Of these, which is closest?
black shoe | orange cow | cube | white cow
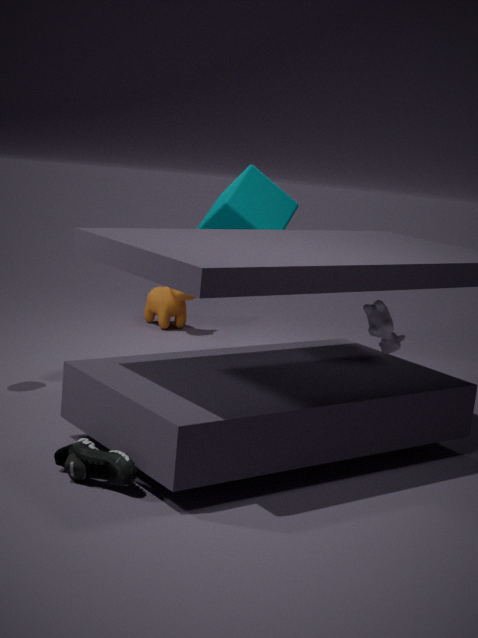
black shoe
